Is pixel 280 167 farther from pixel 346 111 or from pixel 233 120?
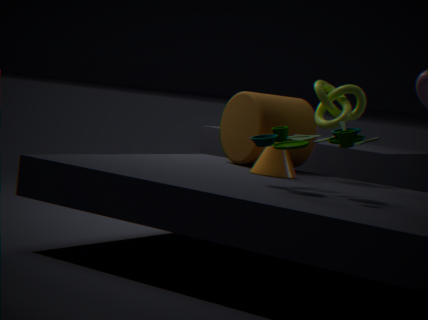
pixel 346 111
